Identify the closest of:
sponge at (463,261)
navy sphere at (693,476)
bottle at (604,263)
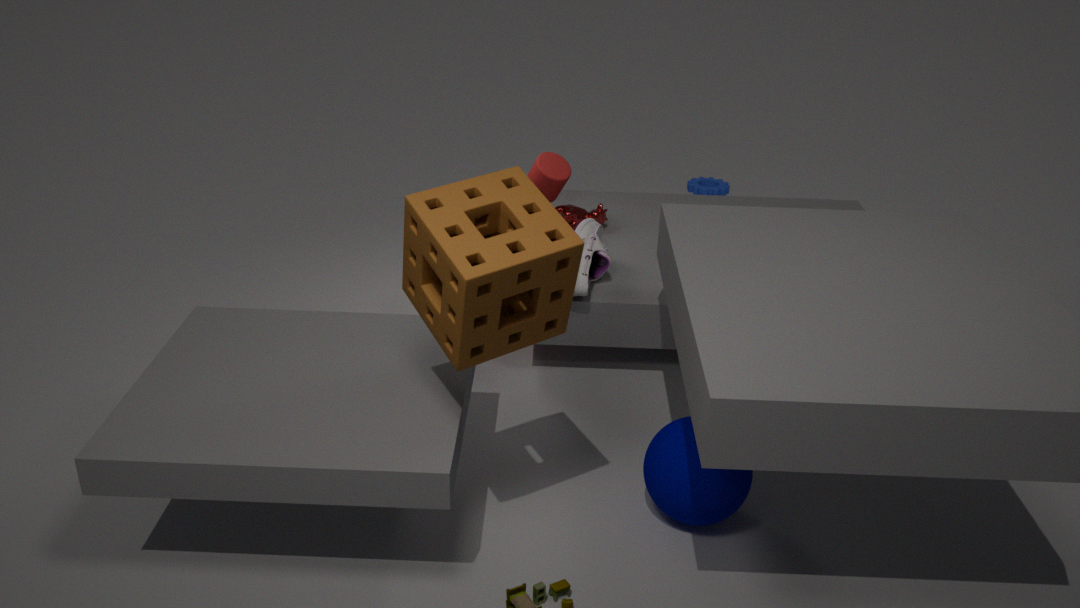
sponge at (463,261)
